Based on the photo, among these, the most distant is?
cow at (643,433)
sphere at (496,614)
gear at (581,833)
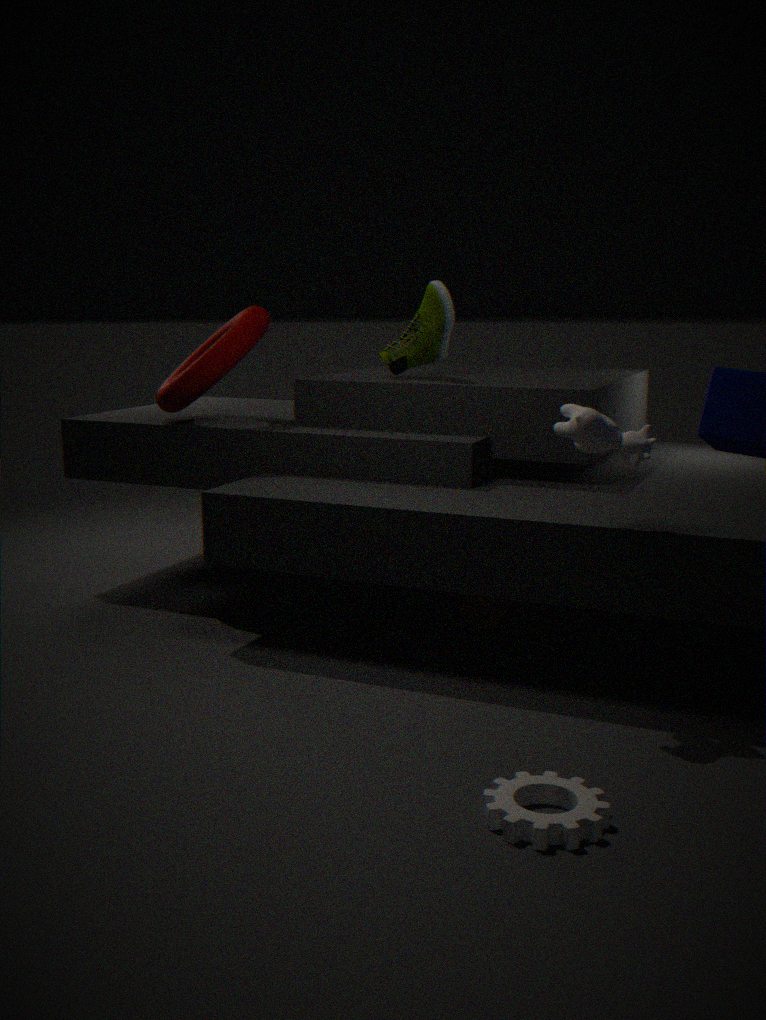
sphere at (496,614)
